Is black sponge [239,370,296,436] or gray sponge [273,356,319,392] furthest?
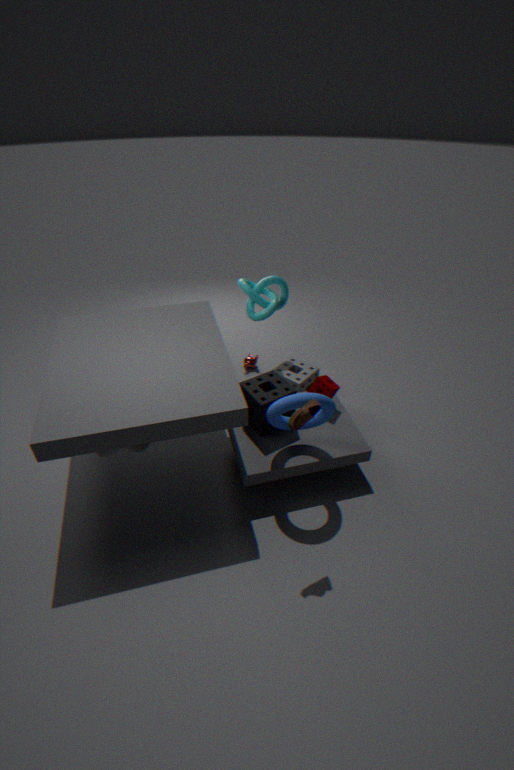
gray sponge [273,356,319,392]
